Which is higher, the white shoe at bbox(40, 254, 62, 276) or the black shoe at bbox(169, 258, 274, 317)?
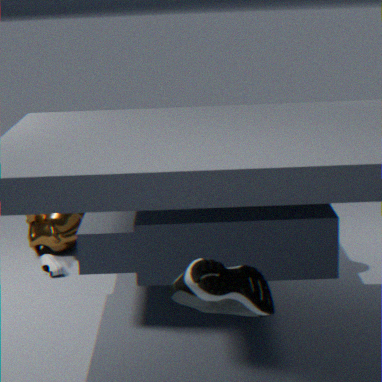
the black shoe at bbox(169, 258, 274, 317)
